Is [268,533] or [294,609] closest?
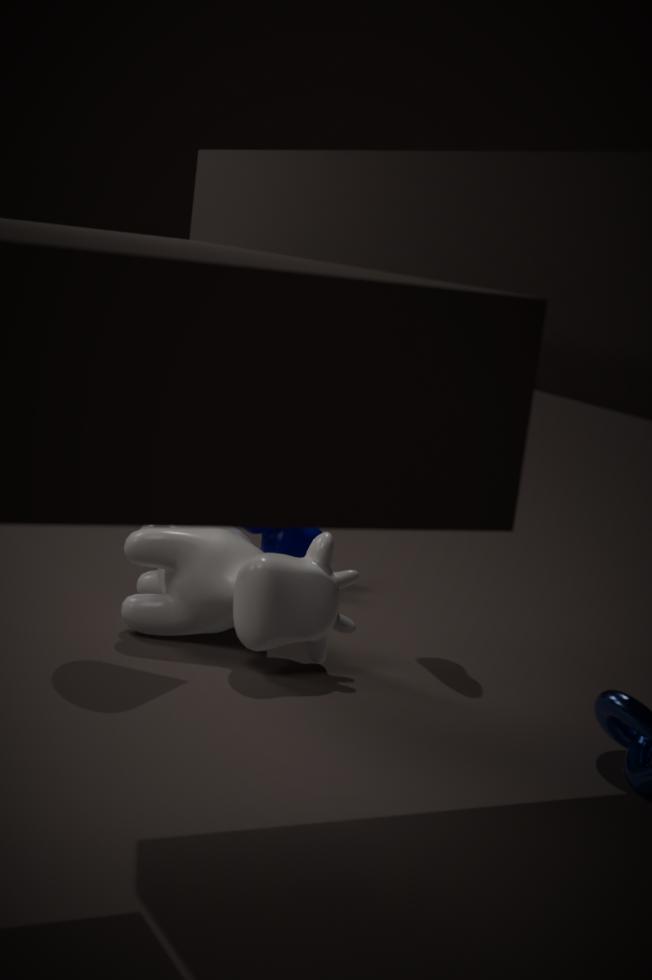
[294,609]
